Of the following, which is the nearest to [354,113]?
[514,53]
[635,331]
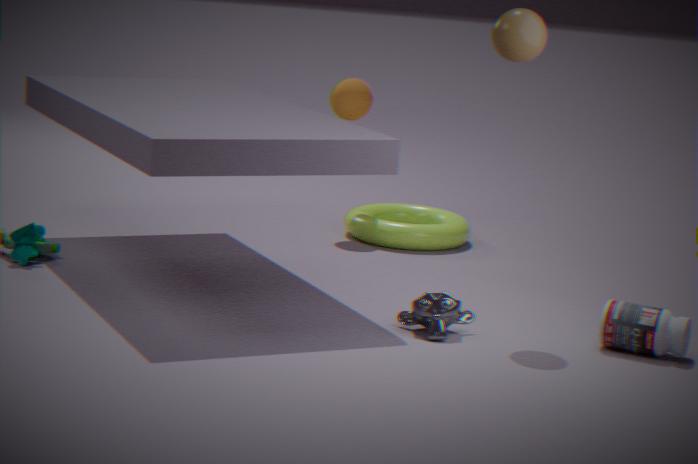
[514,53]
